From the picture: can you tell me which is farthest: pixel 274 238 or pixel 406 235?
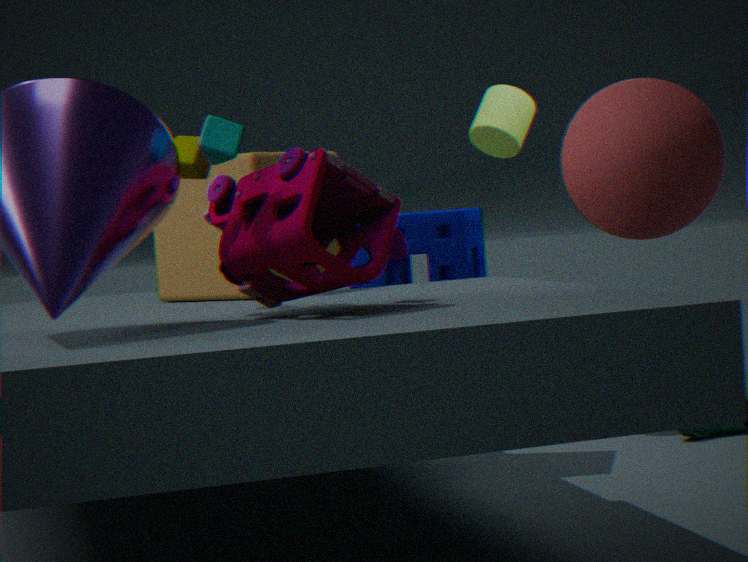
pixel 406 235
